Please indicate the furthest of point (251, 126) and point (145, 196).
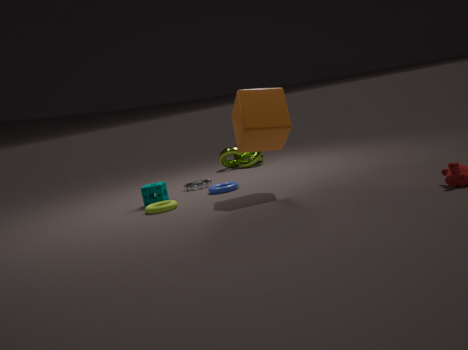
point (145, 196)
